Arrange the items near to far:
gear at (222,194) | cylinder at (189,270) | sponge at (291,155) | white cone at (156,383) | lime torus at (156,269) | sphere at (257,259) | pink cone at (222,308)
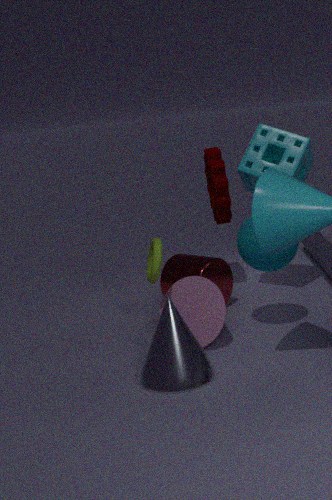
white cone at (156,383), pink cone at (222,308), sphere at (257,259), lime torus at (156,269), sponge at (291,155), cylinder at (189,270), gear at (222,194)
